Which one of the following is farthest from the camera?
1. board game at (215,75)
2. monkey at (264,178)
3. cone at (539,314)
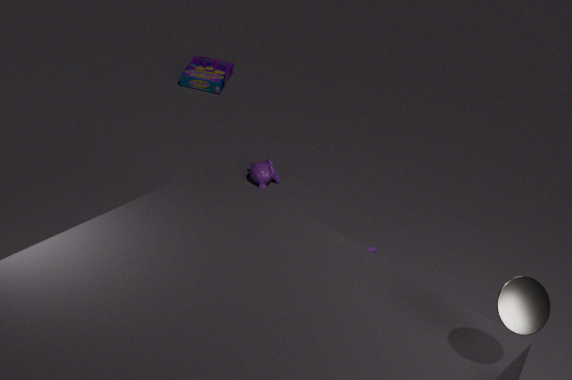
board game at (215,75)
